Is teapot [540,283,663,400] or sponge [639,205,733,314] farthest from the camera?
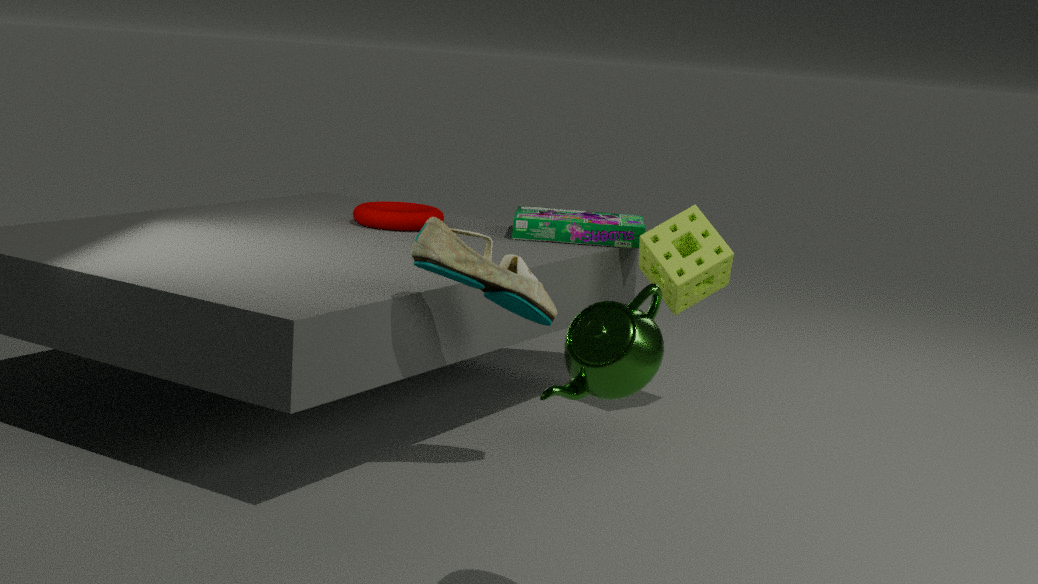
sponge [639,205,733,314]
